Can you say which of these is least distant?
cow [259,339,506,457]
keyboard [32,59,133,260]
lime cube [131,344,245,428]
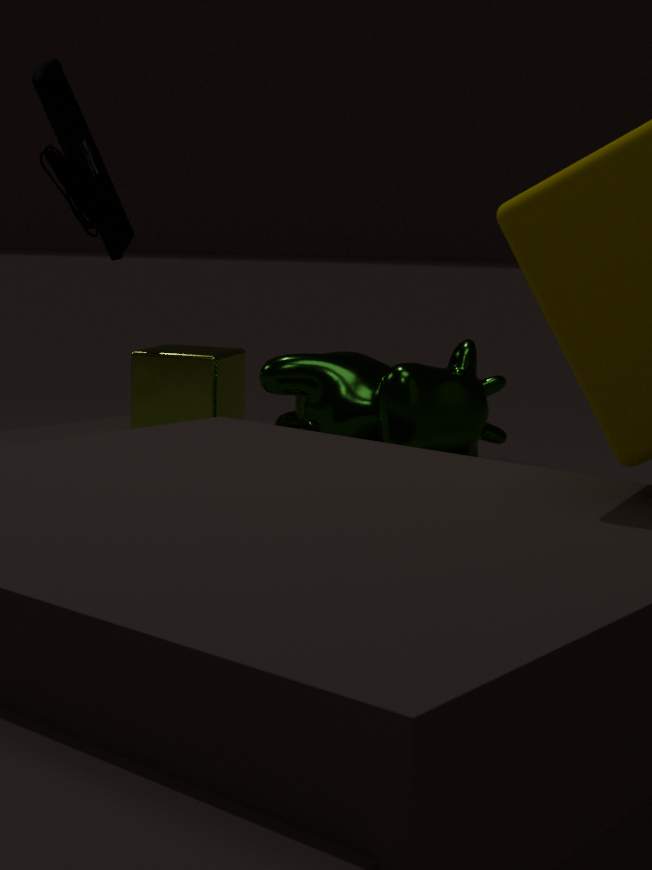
cow [259,339,506,457]
